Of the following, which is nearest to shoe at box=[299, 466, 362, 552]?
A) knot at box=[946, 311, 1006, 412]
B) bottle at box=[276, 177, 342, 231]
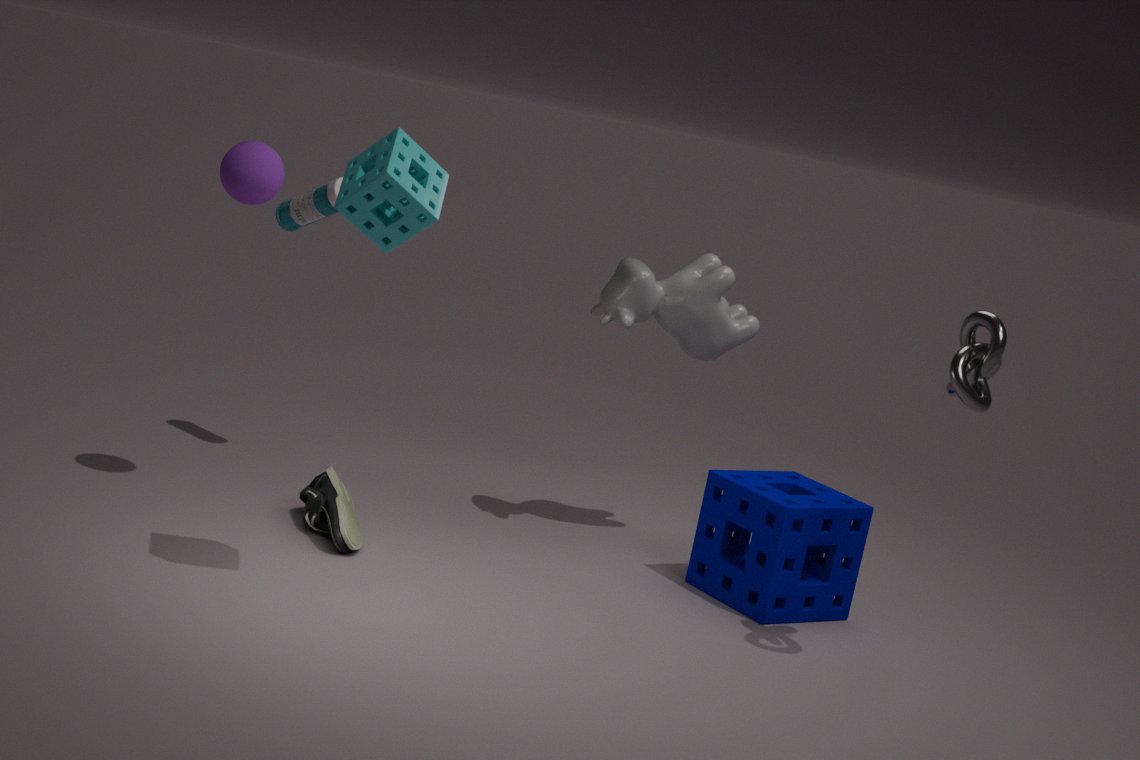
bottle at box=[276, 177, 342, 231]
